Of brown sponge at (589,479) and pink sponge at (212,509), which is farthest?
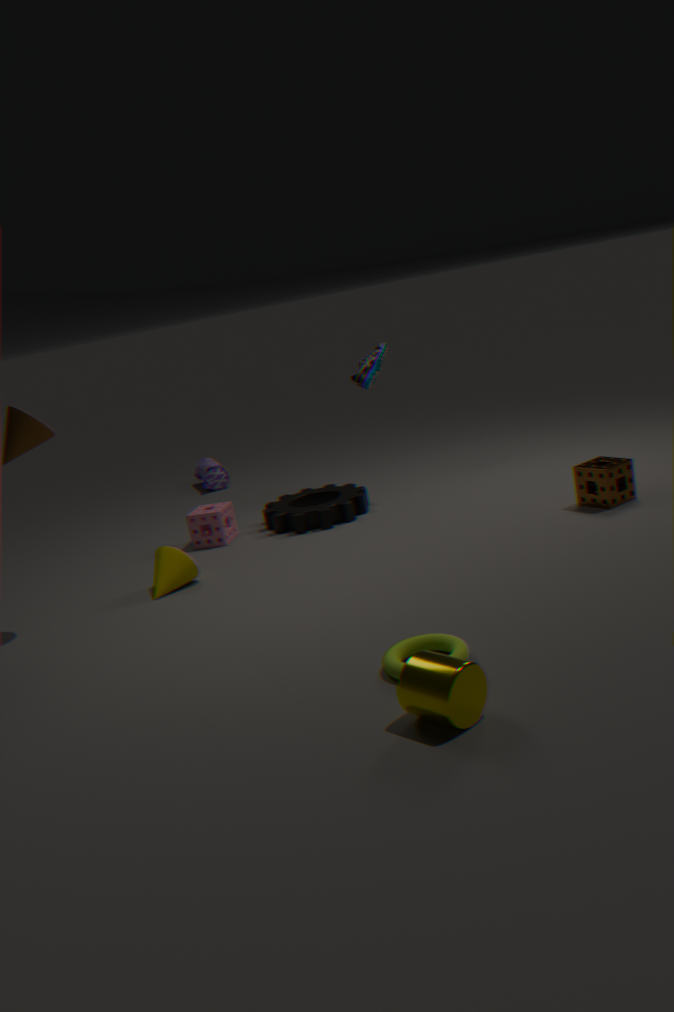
pink sponge at (212,509)
